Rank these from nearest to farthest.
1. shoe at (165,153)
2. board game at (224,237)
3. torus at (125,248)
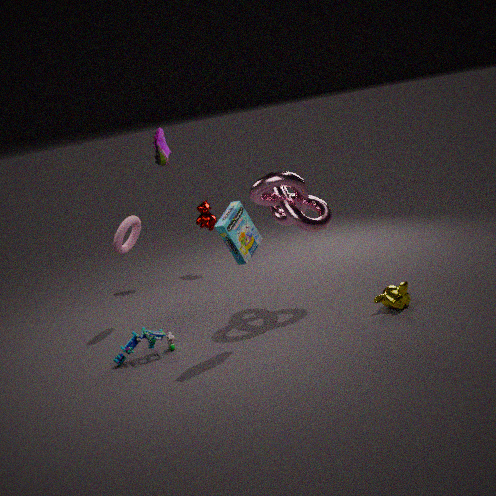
board game at (224,237) < torus at (125,248) < shoe at (165,153)
